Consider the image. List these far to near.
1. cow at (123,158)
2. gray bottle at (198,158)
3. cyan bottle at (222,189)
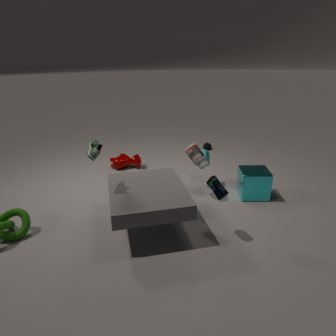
cow at (123,158)
gray bottle at (198,158)
cyan bottle at (222,189)
